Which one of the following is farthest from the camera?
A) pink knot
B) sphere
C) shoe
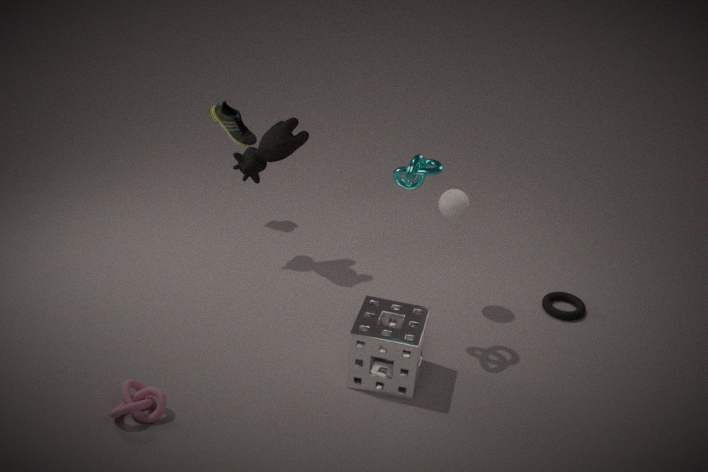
shoe
